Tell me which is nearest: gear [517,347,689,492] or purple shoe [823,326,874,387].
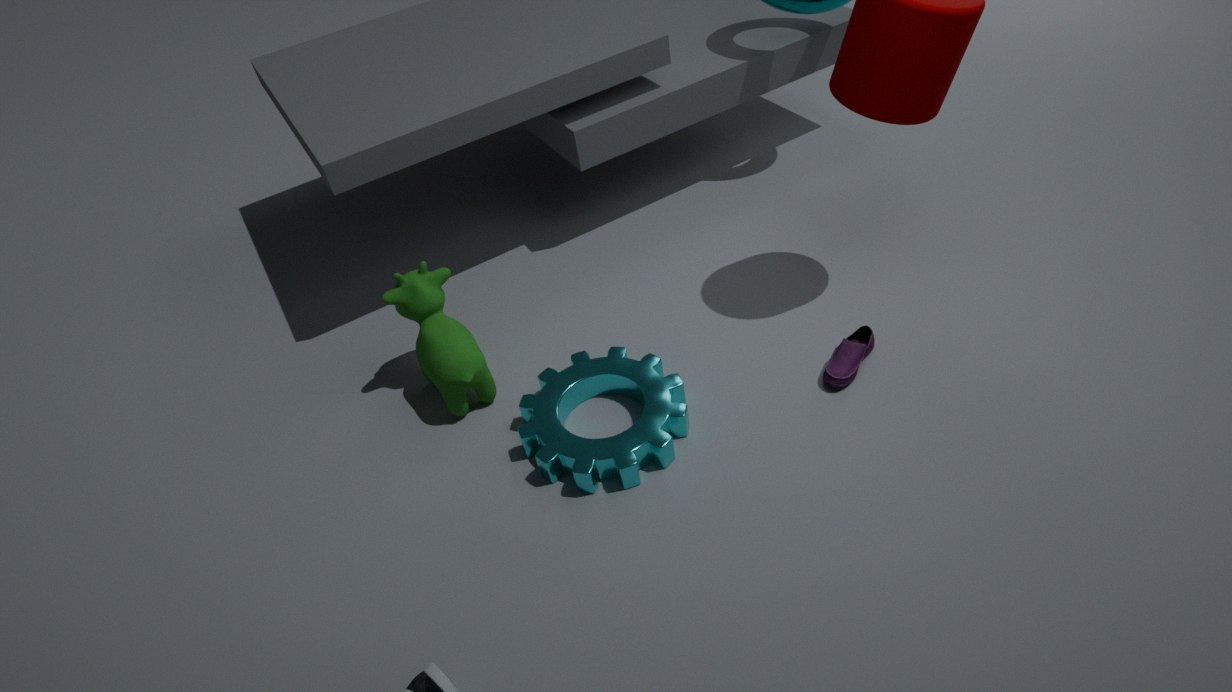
gear [517,347,689,492]
